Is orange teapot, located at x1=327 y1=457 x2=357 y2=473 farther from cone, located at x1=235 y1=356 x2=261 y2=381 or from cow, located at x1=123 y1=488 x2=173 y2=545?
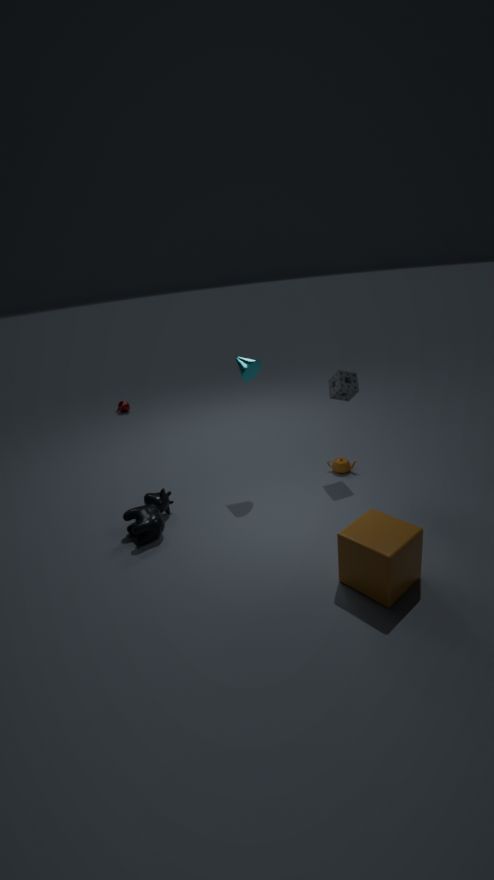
cow, located at x1=123 y1=488 x2=173 y2=545
